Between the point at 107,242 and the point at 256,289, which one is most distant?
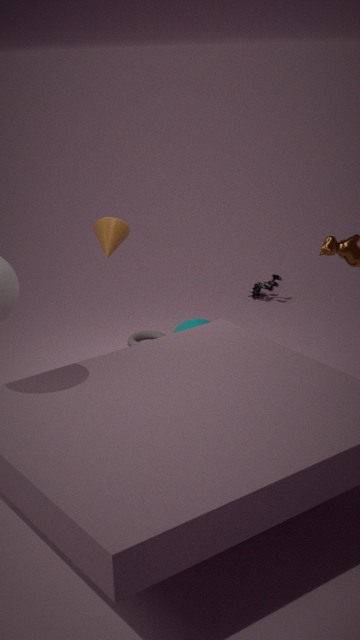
the point at 256,289
